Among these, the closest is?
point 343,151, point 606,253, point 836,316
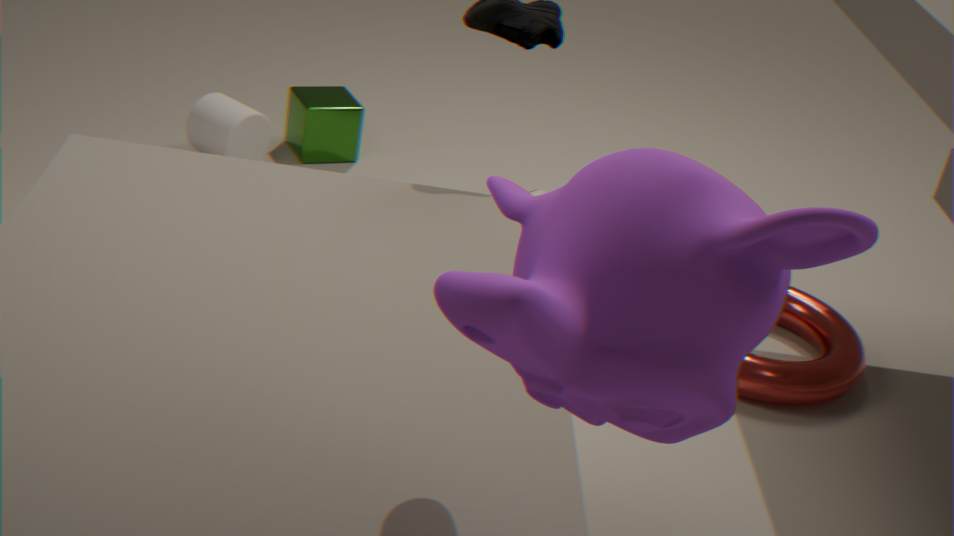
point 606,253
